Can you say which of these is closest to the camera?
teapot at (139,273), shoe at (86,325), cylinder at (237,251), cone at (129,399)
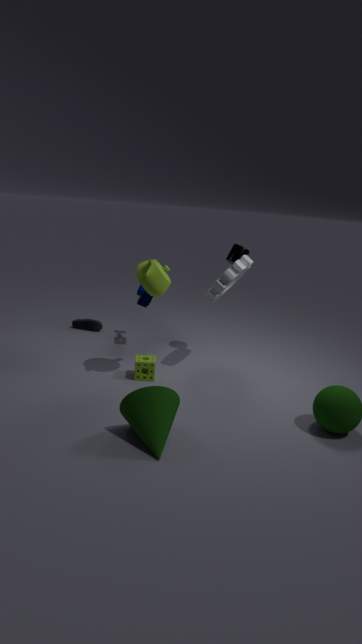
cone at (129,399)
